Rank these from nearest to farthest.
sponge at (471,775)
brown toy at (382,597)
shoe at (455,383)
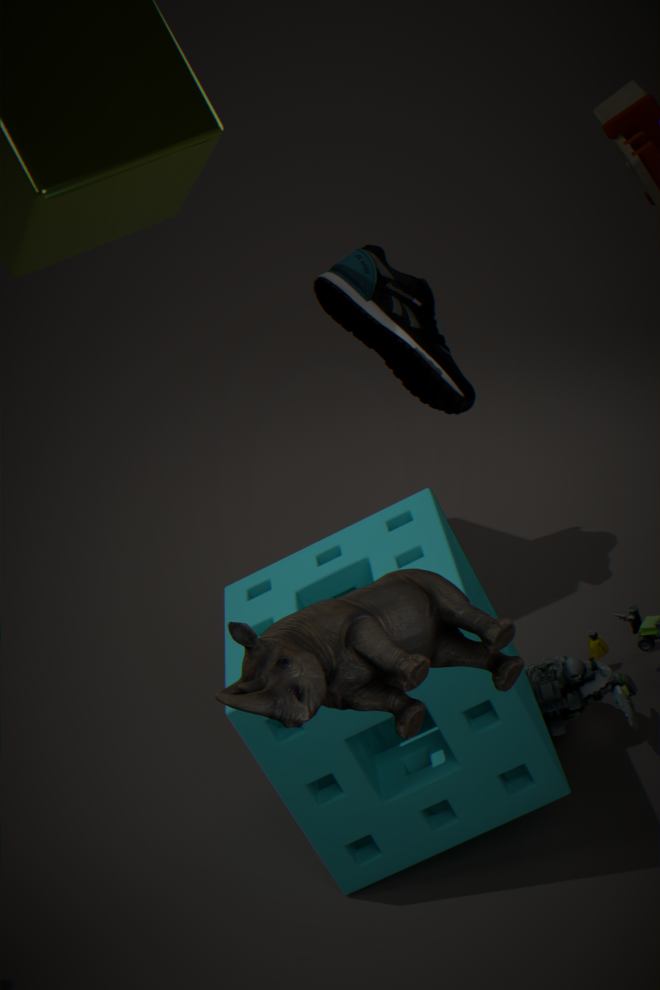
1. brown toy at (382,597)
2. sponge at (471,775)
3. shoe at (455,383)
